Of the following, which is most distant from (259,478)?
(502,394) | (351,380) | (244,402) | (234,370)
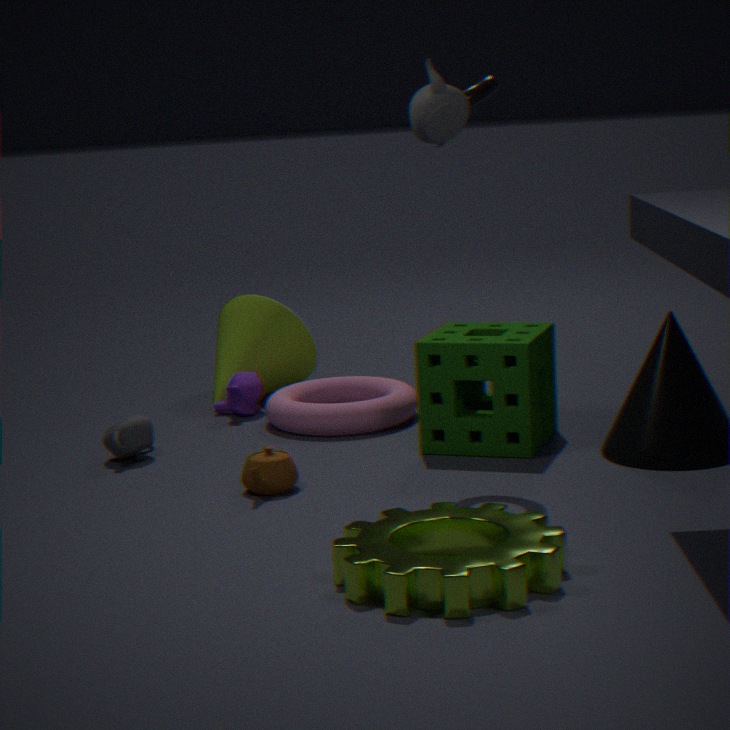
(234,370)
